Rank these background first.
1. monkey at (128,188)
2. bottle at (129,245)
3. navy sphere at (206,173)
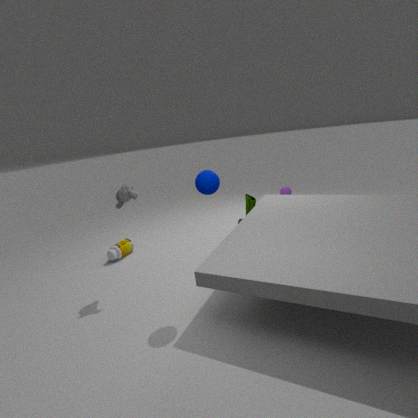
bottle at (129,245) < monkey at (128,188) < navy sphere at (206,173)
